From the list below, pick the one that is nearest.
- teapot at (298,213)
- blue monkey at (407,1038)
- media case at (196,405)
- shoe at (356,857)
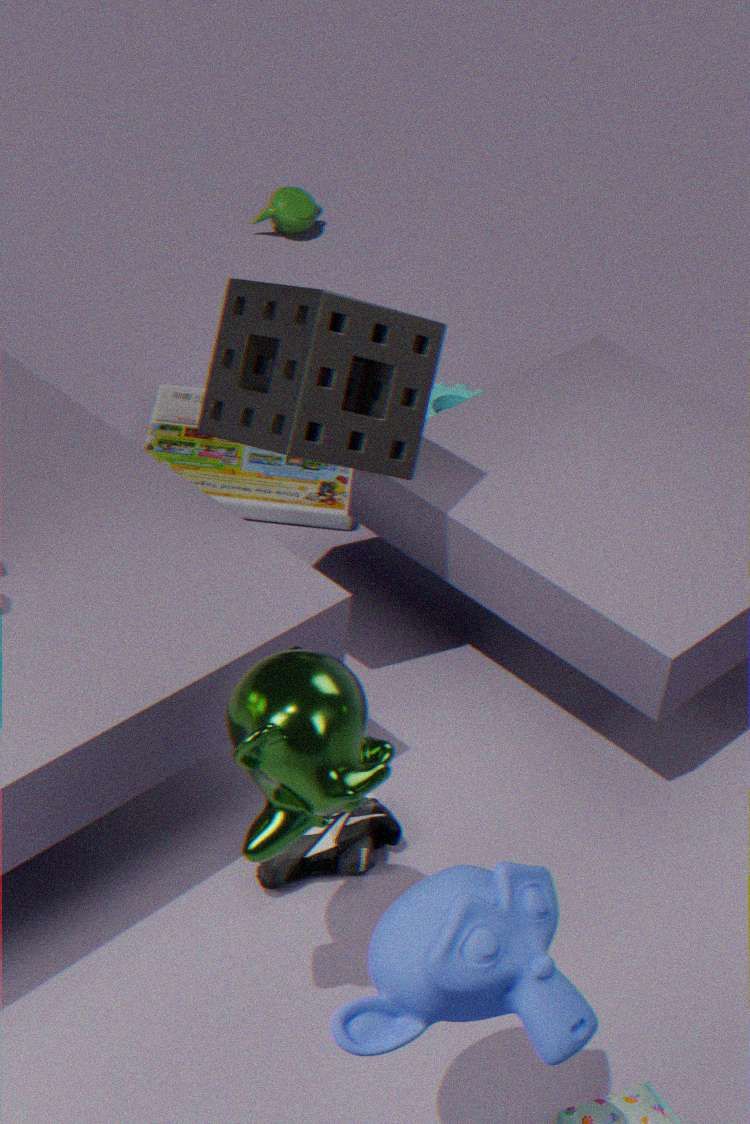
blue monkey at (407,1038)
